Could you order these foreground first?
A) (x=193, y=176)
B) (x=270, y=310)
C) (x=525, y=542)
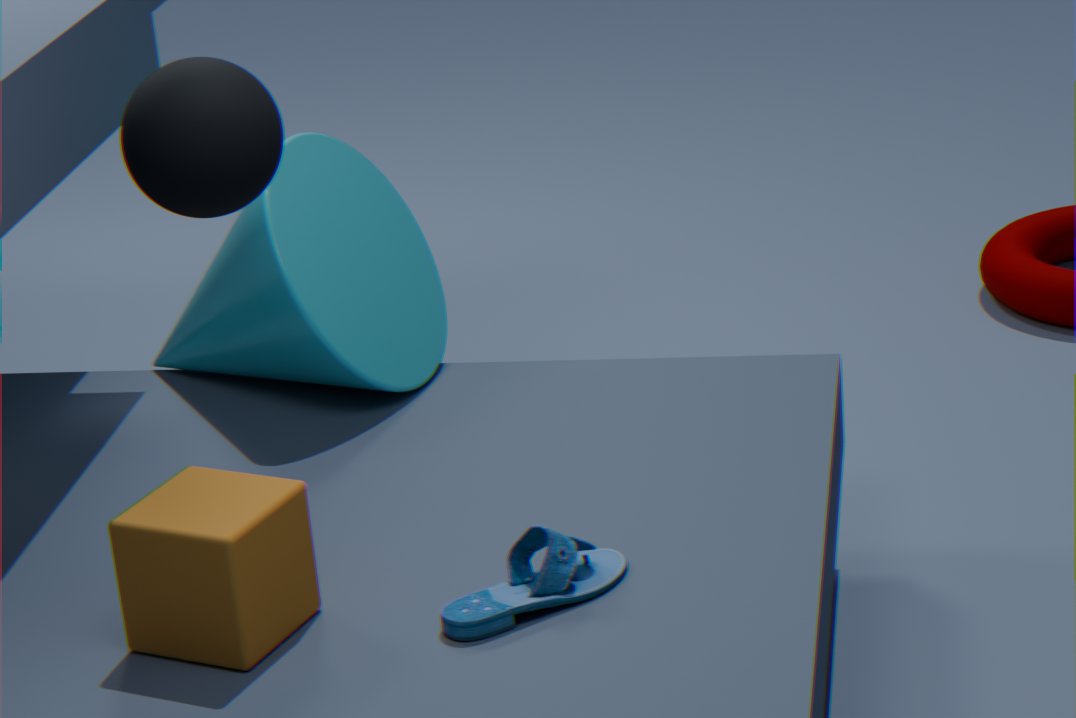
1. (x=193, y=176)
2. (x=525, y=542)
3. (x=270, y=310)
